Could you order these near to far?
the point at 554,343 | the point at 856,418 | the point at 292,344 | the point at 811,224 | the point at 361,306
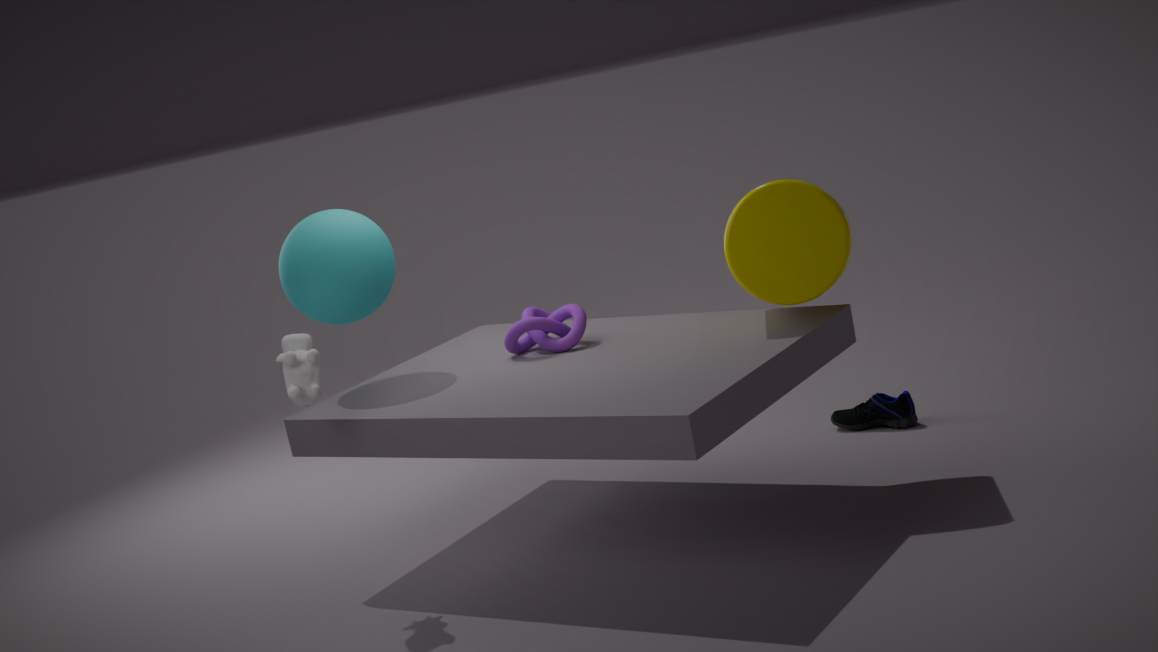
the point at 811,224, the point at 292,344, the point at 361,306, the point at 554,343, the point at 856,418
